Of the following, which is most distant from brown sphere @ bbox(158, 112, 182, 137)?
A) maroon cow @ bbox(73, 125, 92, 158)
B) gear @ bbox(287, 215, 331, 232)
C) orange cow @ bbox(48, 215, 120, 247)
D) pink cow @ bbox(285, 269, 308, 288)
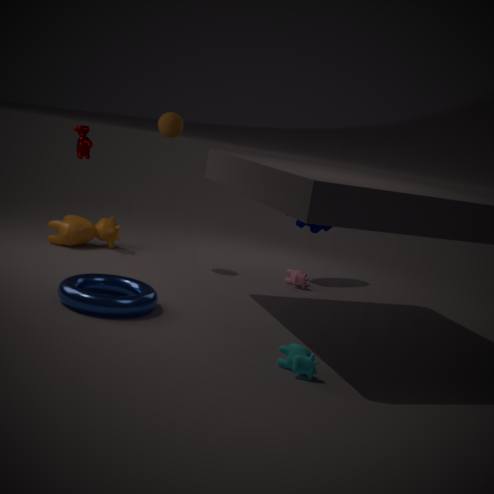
pink cow @ bbox(285, 269, 308, 288)
